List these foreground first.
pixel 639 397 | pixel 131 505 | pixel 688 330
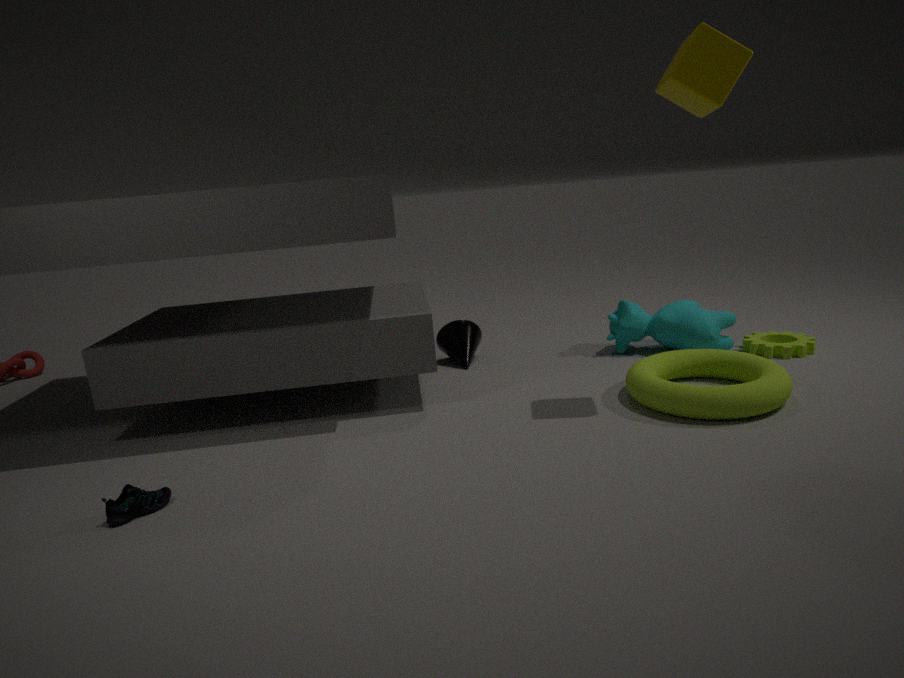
1. pixel 131 505
2. pixel 639 397
3. pixel 688 330
